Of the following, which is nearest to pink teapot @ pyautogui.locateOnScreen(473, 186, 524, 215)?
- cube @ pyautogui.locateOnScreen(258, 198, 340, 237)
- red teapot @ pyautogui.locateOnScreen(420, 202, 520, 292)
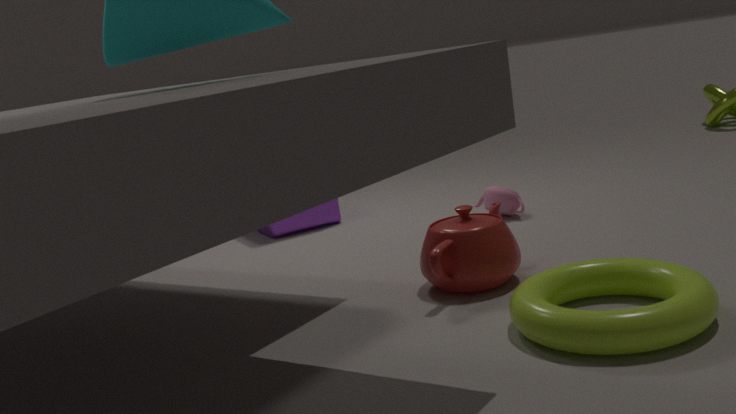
red teapot @ pyautogui.locateOnScreen(420, 202, 520, 292)
